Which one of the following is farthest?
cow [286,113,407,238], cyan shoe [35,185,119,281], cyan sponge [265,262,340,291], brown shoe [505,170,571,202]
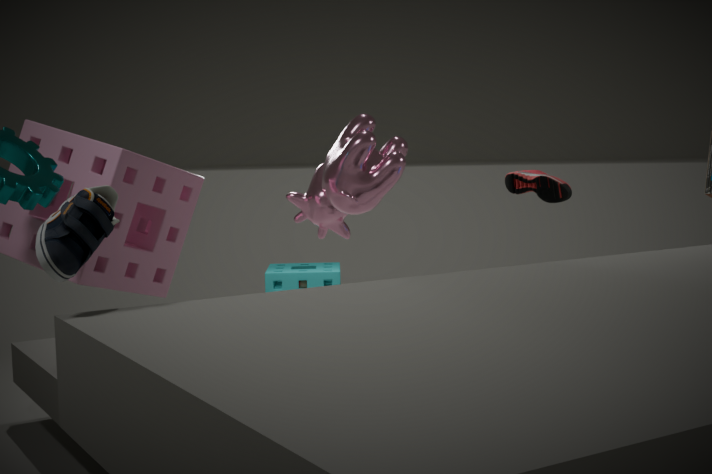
cyan sponge [265,262,340,291]
